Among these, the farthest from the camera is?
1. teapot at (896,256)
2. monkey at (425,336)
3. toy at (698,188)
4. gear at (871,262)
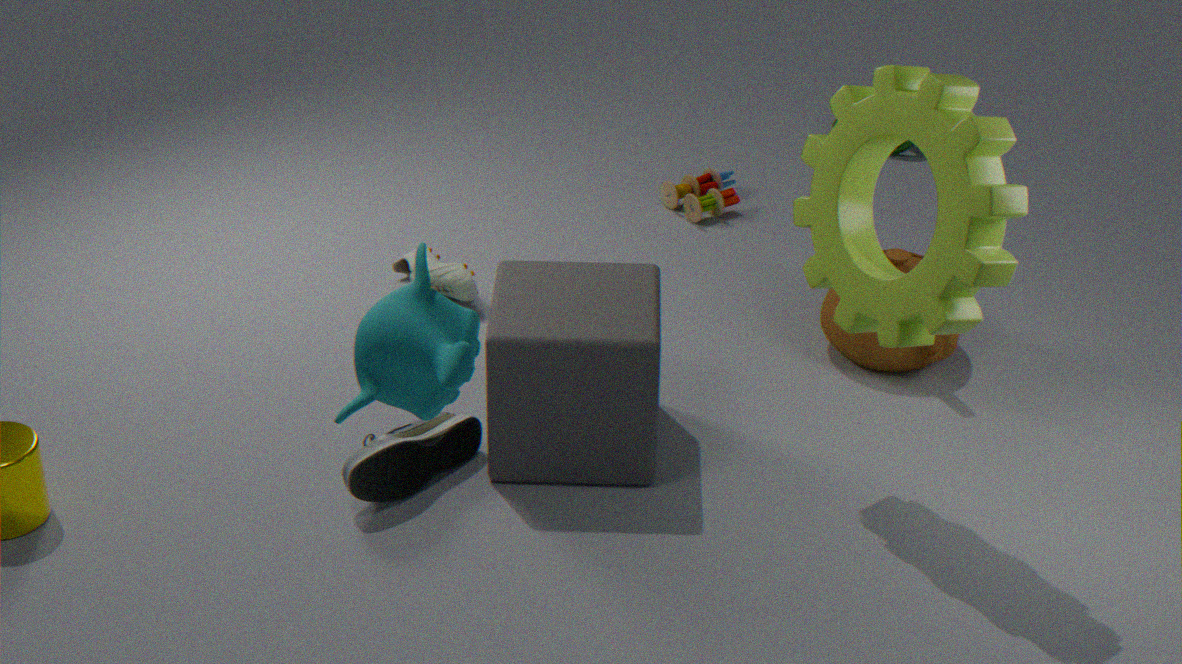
toy at (698,188)
